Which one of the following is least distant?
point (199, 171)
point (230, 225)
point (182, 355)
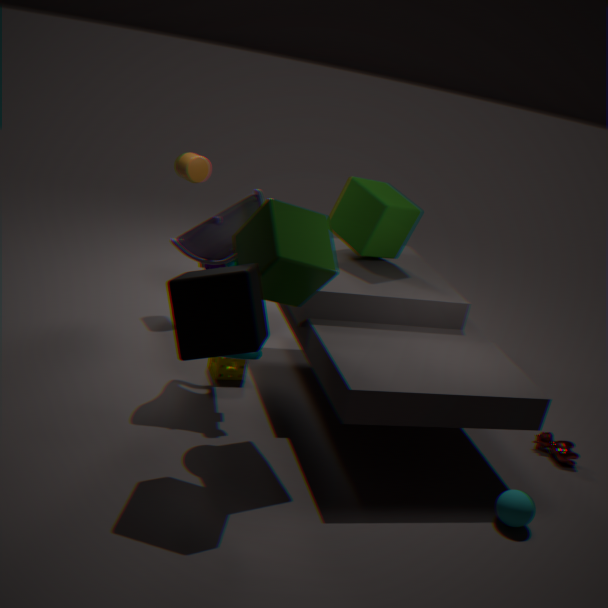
point (182, 355)
